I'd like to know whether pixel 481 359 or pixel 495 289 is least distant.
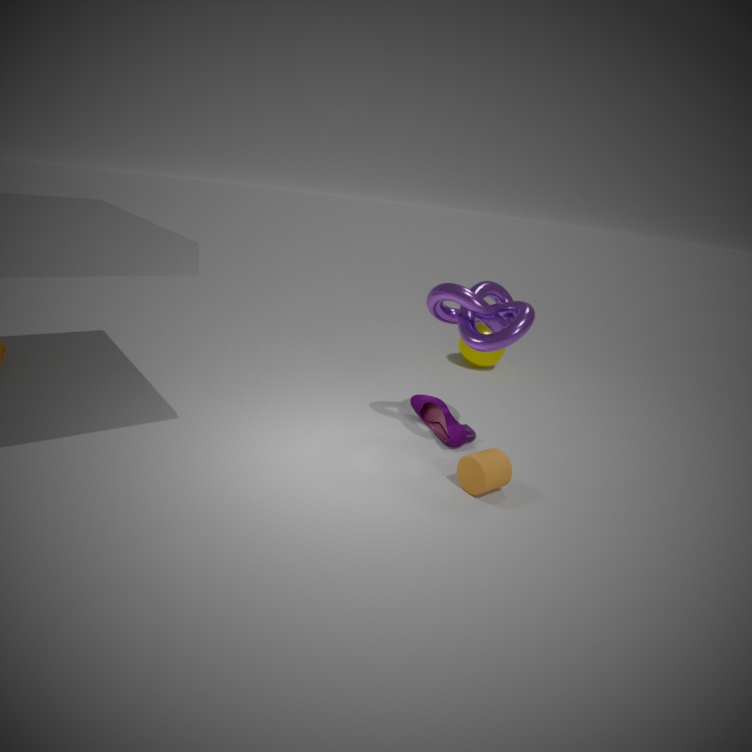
pixel 495 289
